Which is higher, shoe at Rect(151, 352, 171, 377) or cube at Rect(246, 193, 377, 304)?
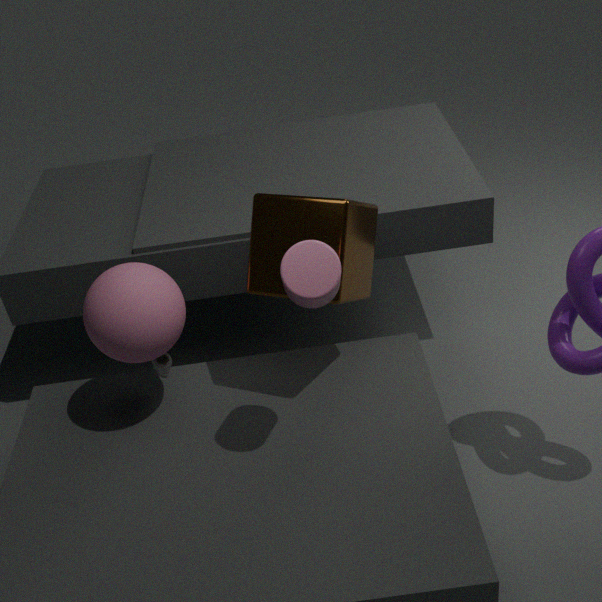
cube at Rect(246, 193, 377, 304)
